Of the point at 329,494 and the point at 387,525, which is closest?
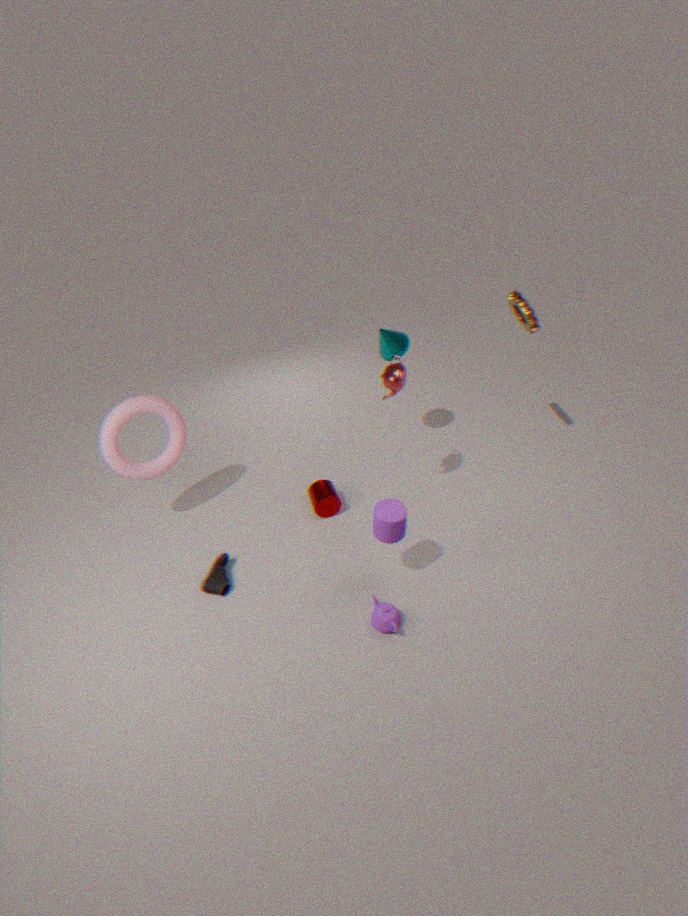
the point at 387,525
